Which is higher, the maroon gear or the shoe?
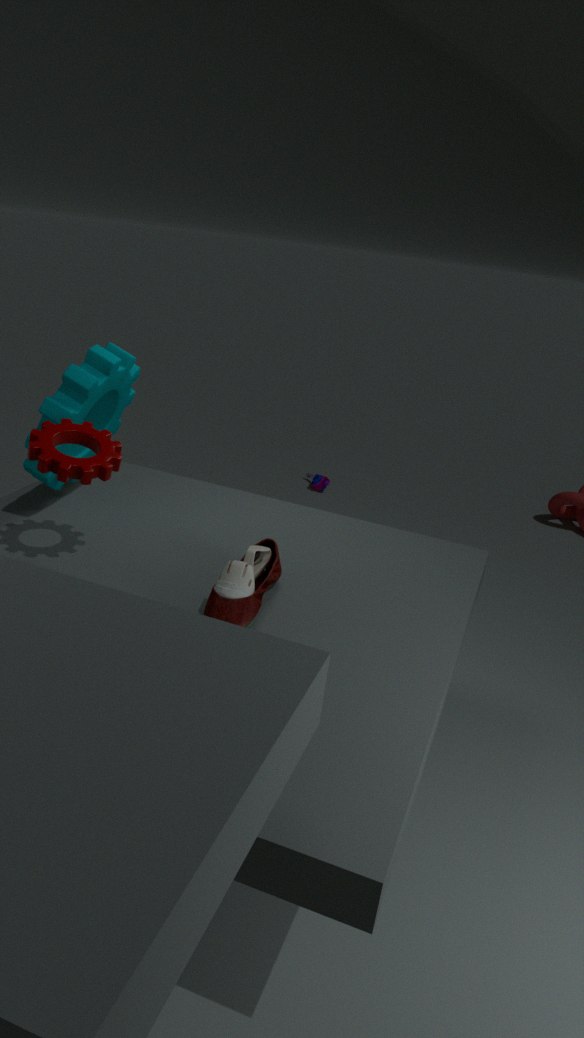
the maroon gear
